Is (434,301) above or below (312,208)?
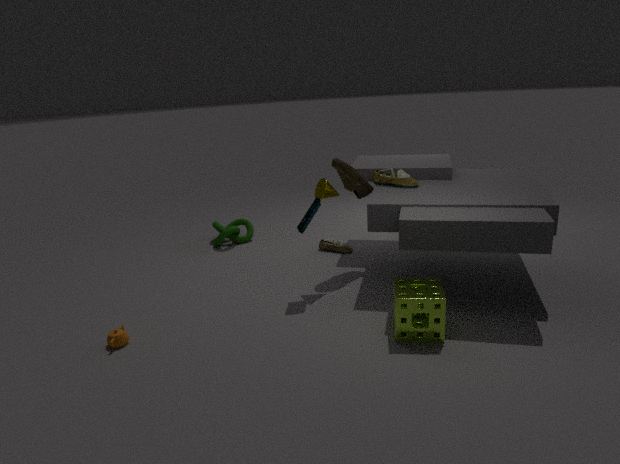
below
